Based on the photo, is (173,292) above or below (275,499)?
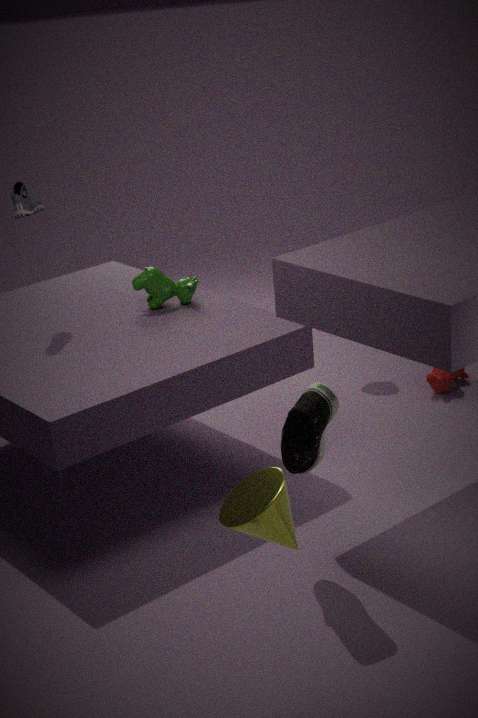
above
